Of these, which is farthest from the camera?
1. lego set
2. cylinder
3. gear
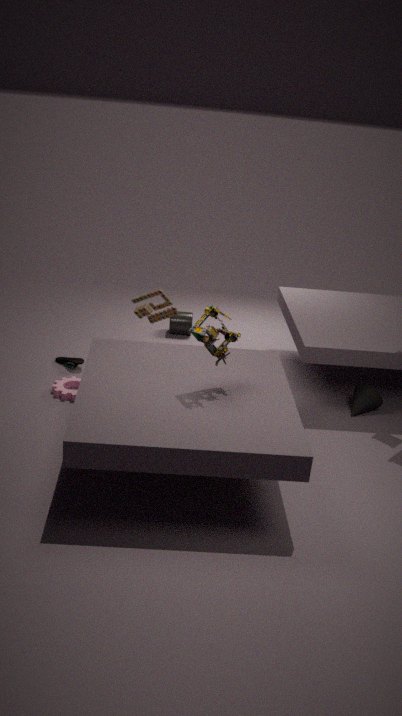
cylinder
